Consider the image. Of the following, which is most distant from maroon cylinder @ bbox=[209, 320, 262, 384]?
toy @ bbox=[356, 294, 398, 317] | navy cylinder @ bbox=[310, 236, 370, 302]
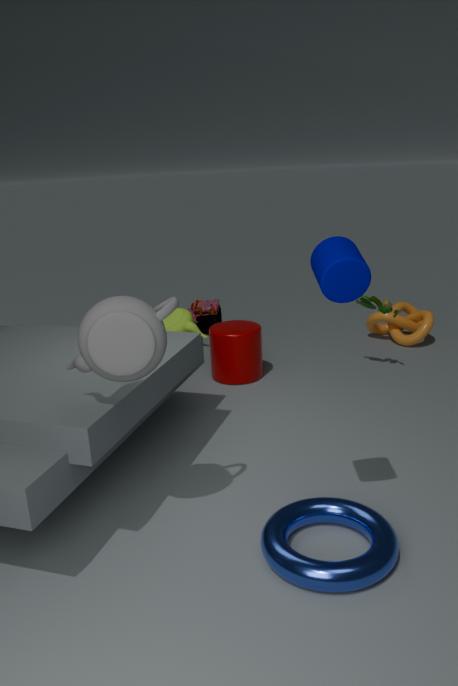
navy cylinder @ bbox=[310, 236, 370, 302]
